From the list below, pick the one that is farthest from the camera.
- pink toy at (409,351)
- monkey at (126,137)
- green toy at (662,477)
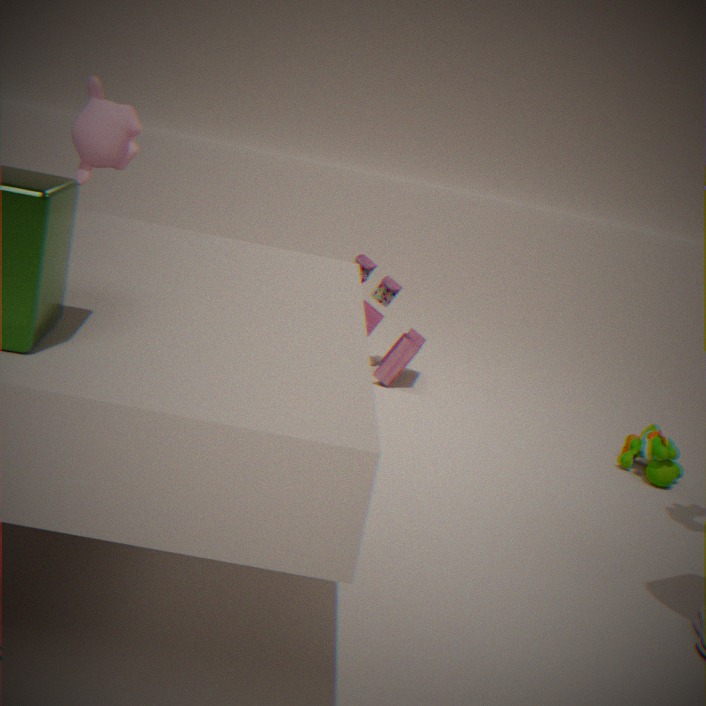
pink toy at (409,351)
